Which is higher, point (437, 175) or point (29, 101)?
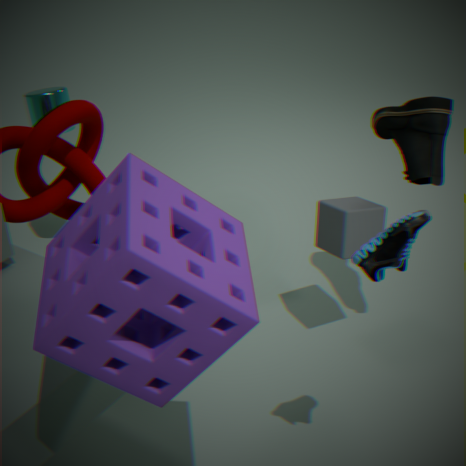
point (437, 175)
